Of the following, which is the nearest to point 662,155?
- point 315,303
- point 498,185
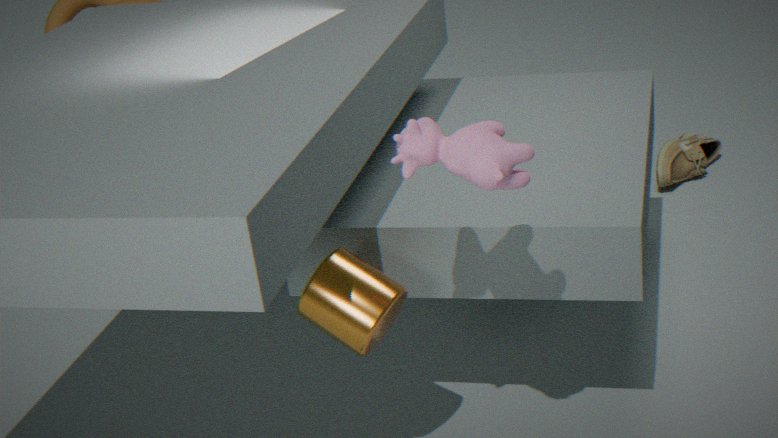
point 315,303
